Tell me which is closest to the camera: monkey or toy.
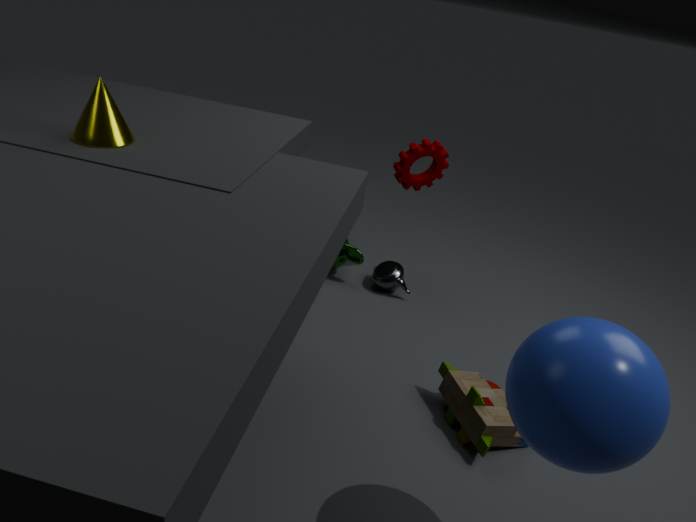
toy
